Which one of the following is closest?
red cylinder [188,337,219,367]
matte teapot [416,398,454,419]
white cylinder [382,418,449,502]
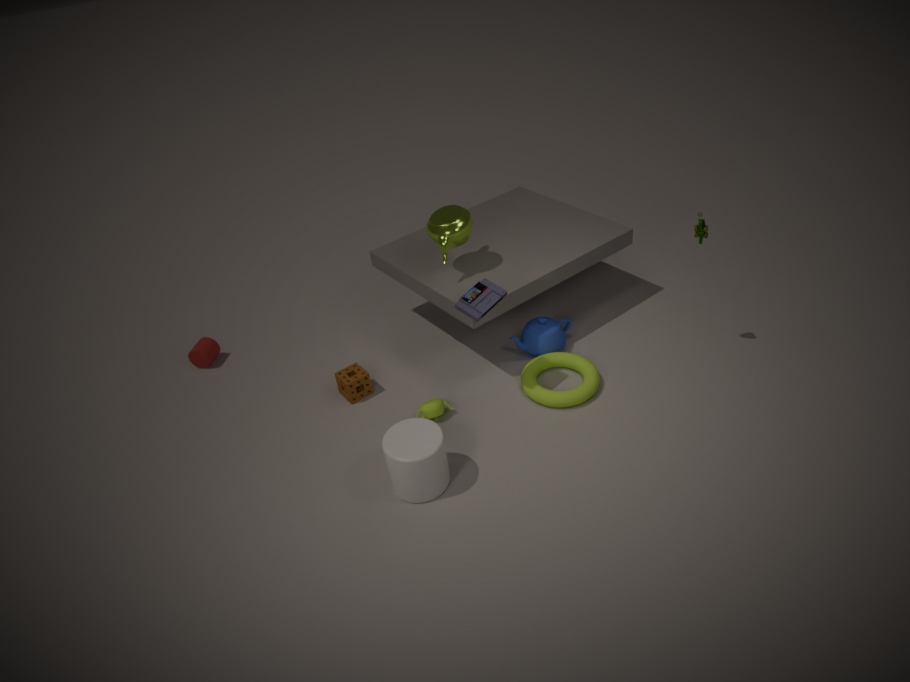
white cylinder [382,418,449,502]
